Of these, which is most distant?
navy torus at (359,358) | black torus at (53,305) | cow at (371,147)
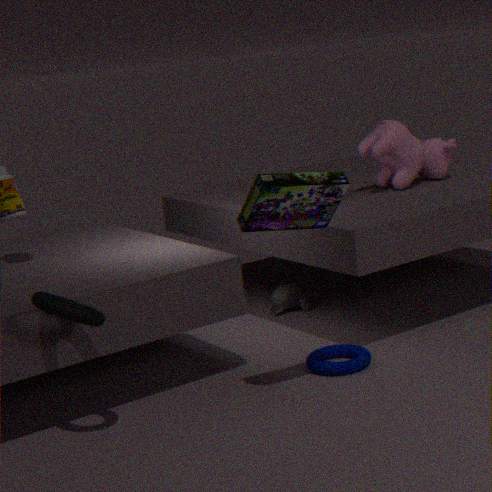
cow at (371,147)
